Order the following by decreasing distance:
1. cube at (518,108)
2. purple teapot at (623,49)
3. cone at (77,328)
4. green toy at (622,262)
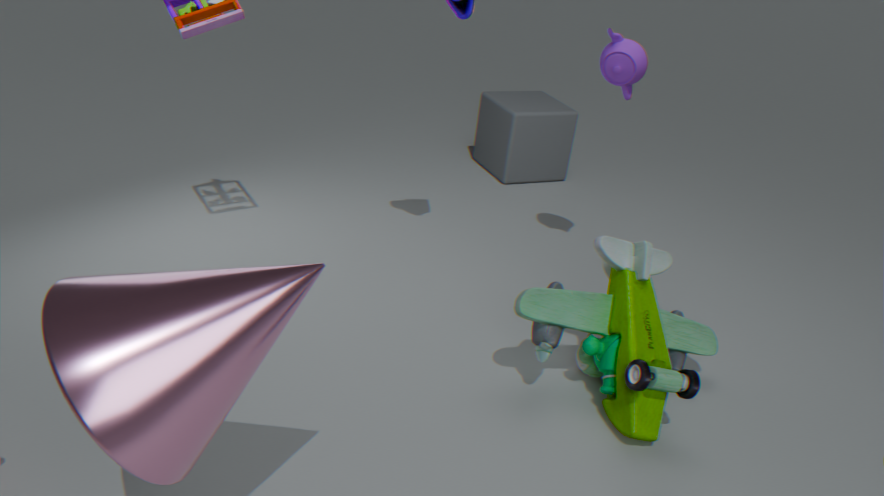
cube at (518,108)
purple teapot at (623,49)
green toy at (622,262)
cone at (77,328)
